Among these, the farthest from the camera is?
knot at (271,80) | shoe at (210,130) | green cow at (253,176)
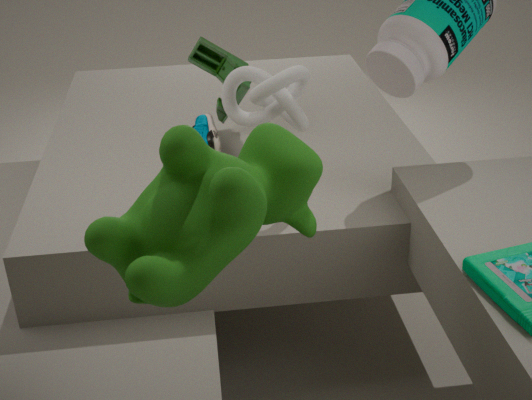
shoe at (210,130)
